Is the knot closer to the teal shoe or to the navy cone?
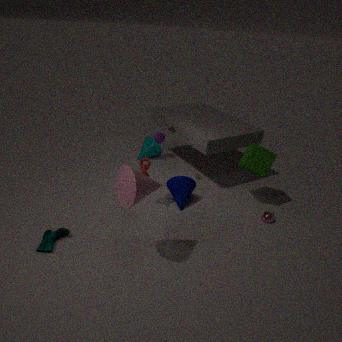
the navy cone
